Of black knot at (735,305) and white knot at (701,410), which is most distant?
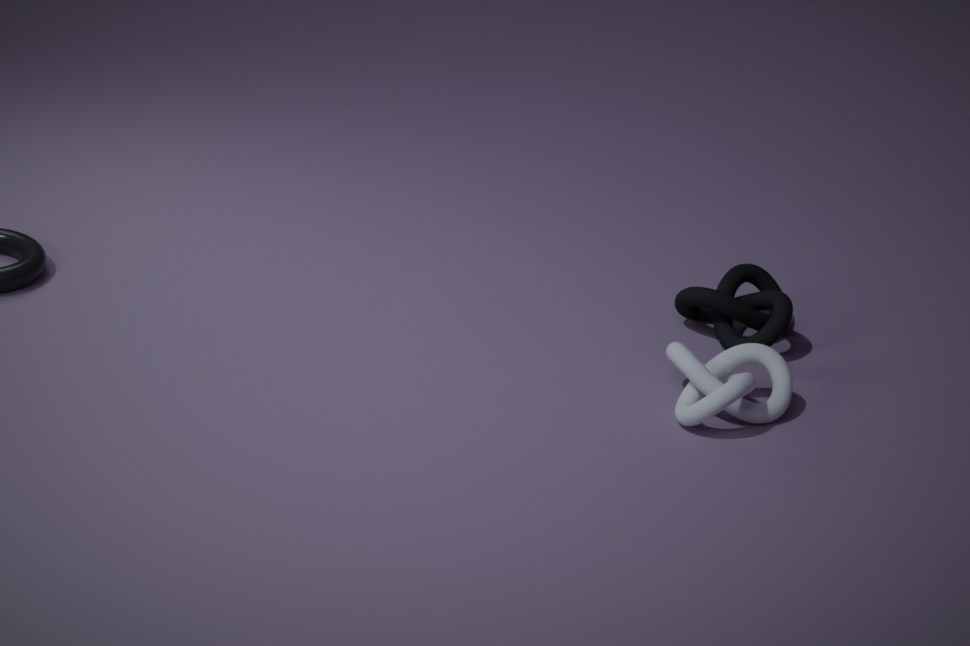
black knot at (735,305)
